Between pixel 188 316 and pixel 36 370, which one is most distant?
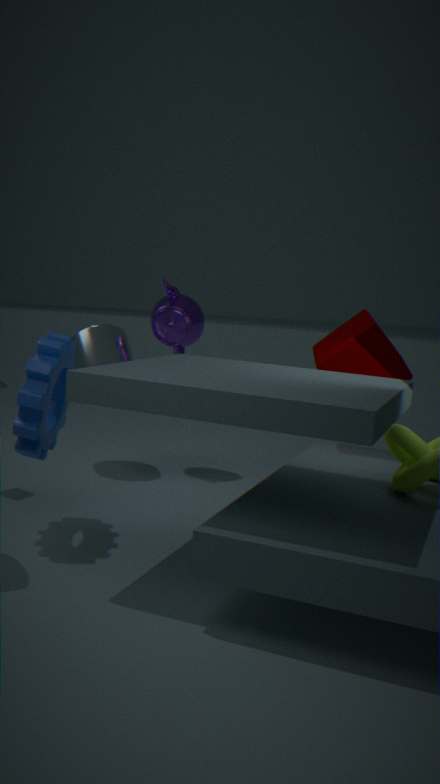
pixel 188 316
